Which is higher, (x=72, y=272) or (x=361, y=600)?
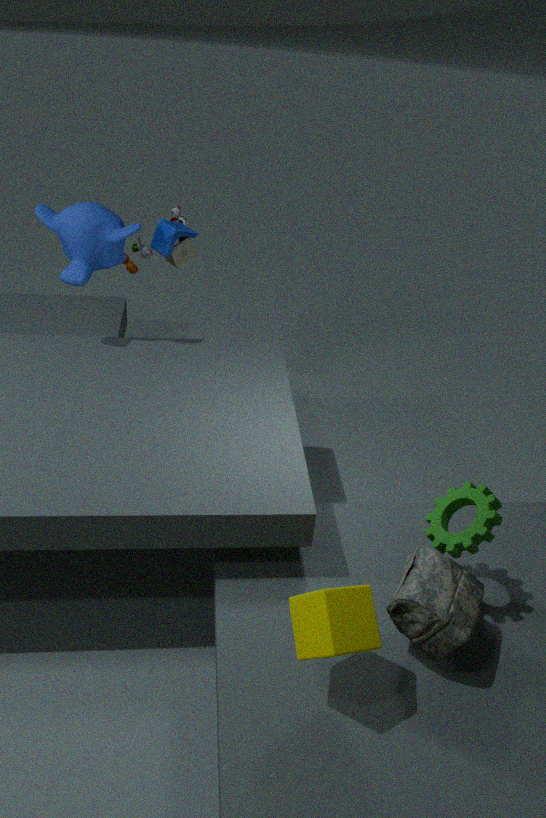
(x=72, y=272)
